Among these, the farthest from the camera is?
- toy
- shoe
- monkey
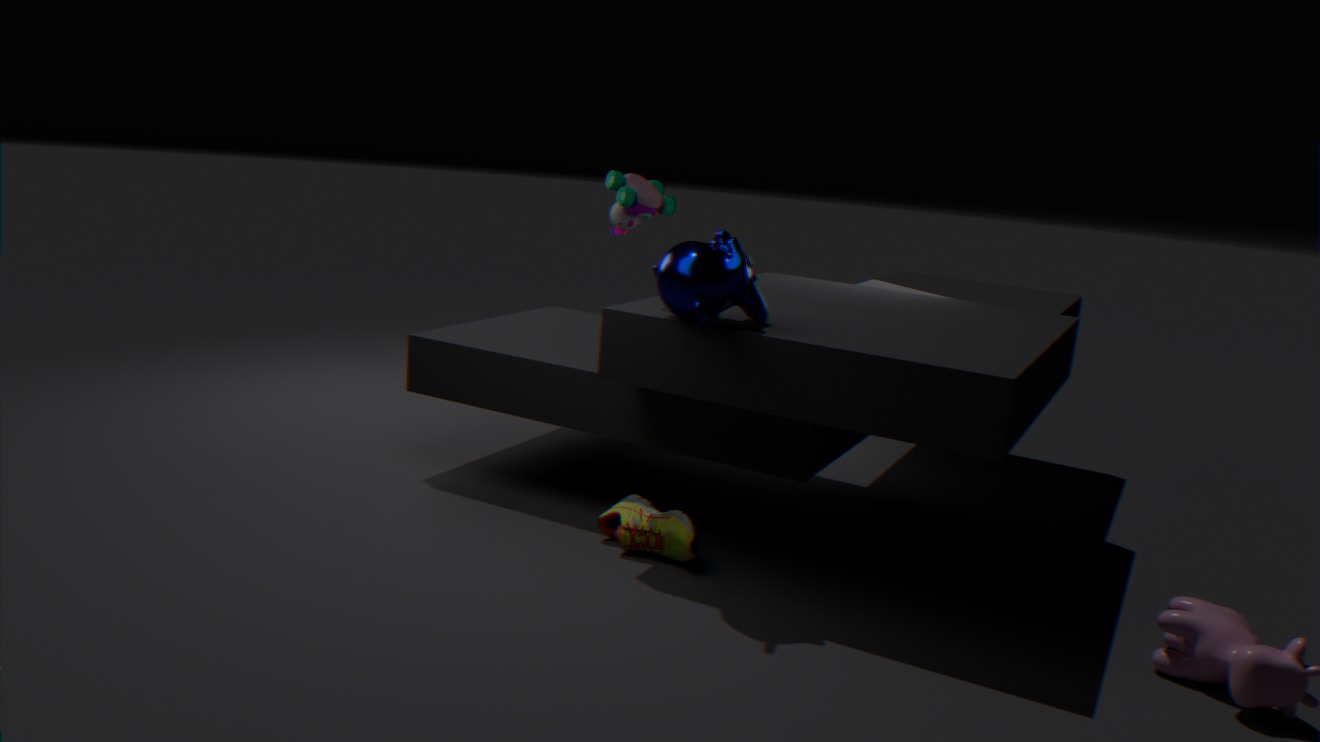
toy
